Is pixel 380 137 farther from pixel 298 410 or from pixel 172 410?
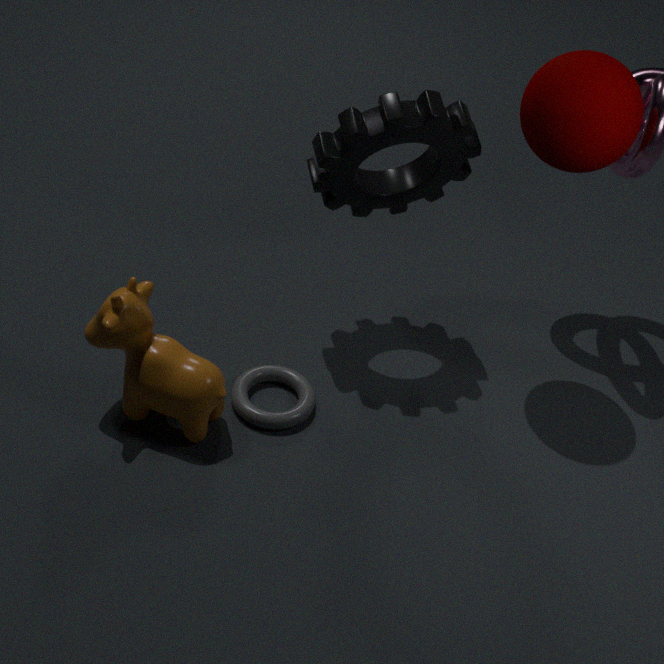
pixel 172 410
